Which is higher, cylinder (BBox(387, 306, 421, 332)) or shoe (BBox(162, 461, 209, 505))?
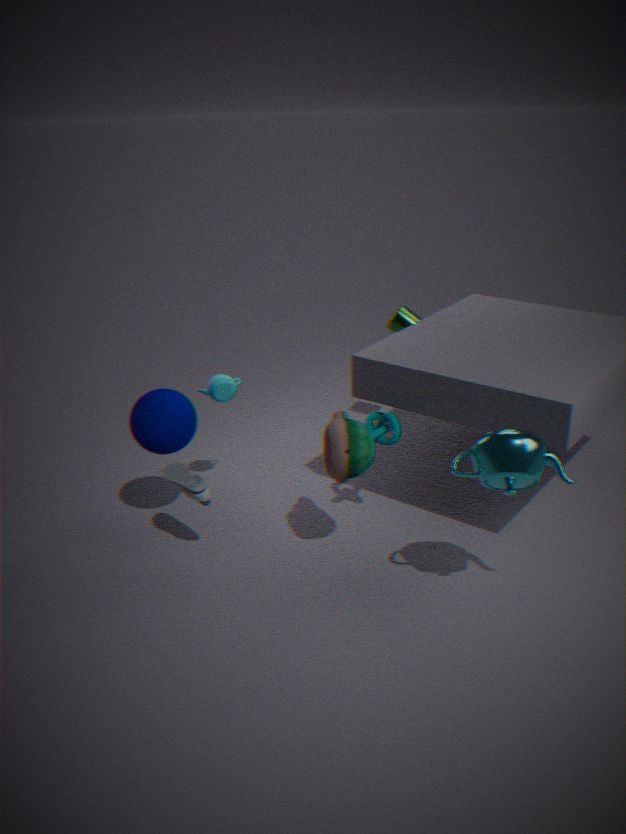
cylinder (BBox(387, 306, 421, 332))
